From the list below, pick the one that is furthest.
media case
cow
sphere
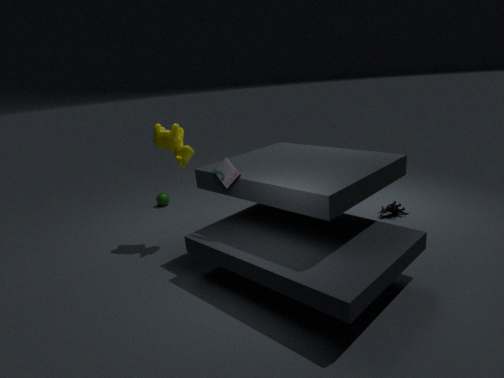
sphere
